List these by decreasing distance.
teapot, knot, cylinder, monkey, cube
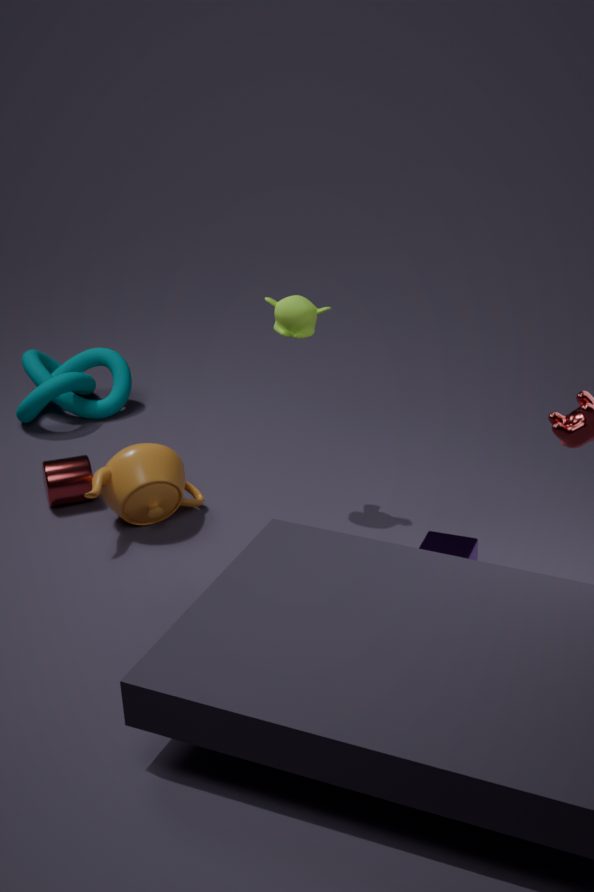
knot
cylinder
teapot
monkey
cube
